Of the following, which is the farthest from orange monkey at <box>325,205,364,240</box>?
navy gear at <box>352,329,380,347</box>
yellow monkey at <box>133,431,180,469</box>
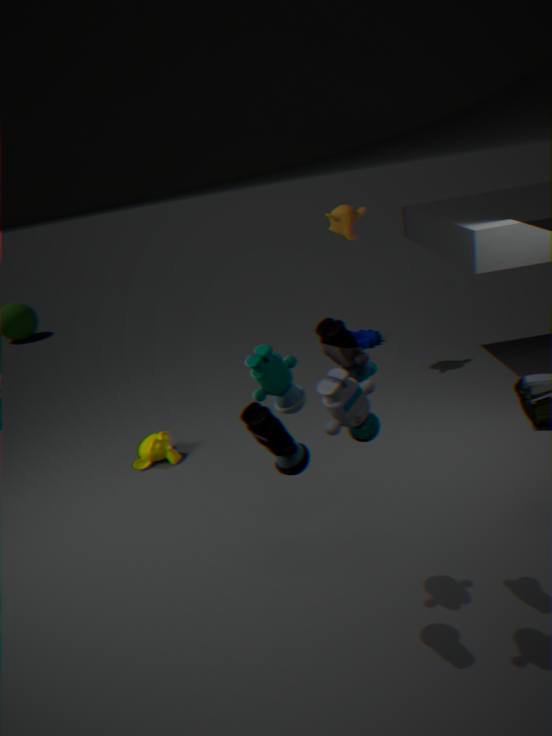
yellow monkey at <box>133,431,180,469</box>
